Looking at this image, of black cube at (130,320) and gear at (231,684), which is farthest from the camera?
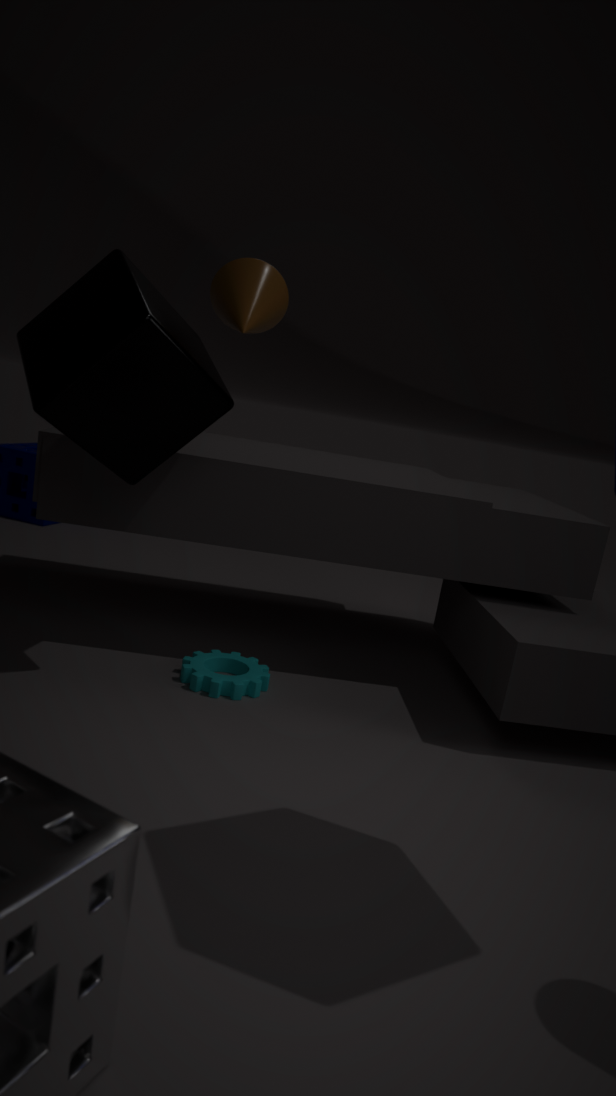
gear at (231,684)
